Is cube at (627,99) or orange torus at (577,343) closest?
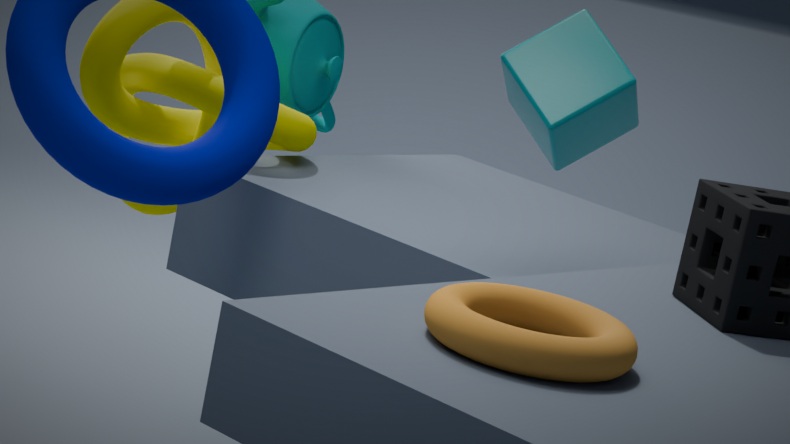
orange torus at (577,343)
